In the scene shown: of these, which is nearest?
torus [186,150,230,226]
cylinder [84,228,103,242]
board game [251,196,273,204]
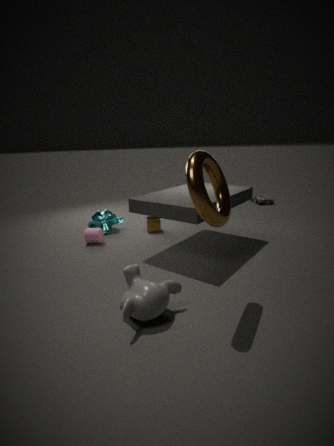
torus [186,150,230,226]
